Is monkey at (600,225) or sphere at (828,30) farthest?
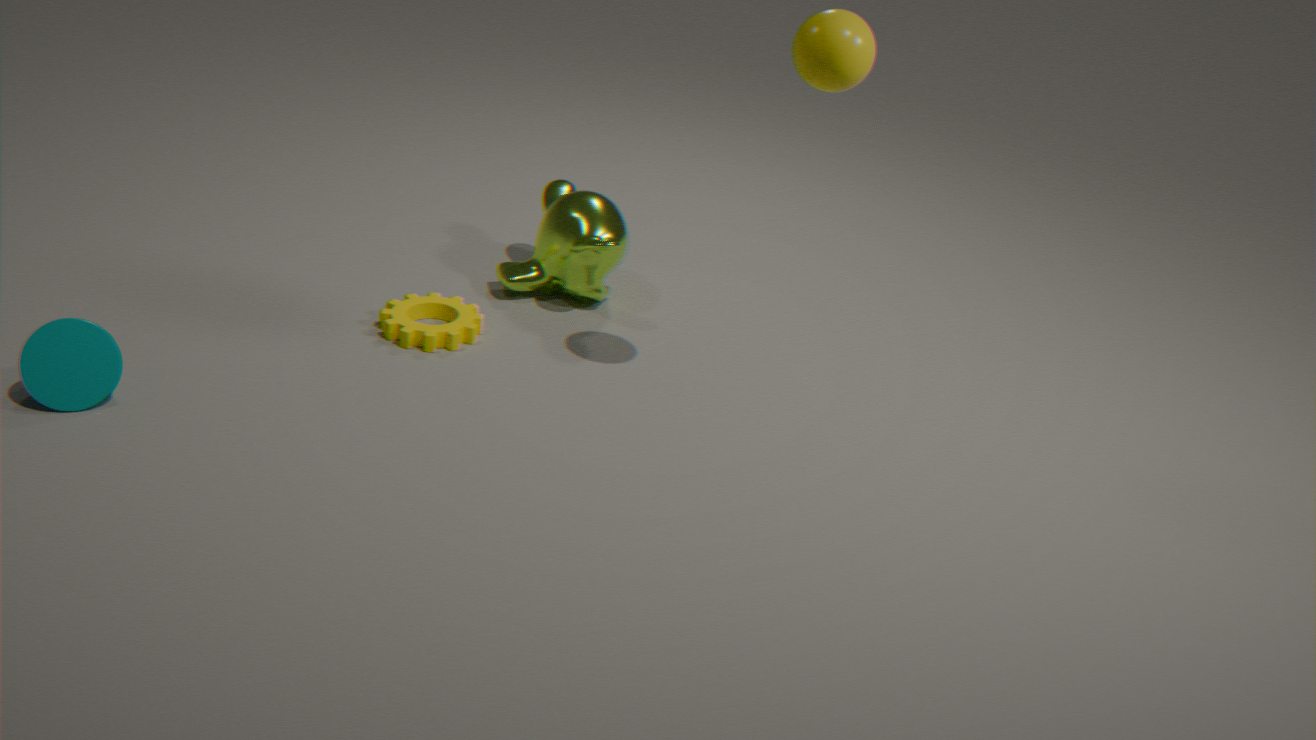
monkey at (600,225)
